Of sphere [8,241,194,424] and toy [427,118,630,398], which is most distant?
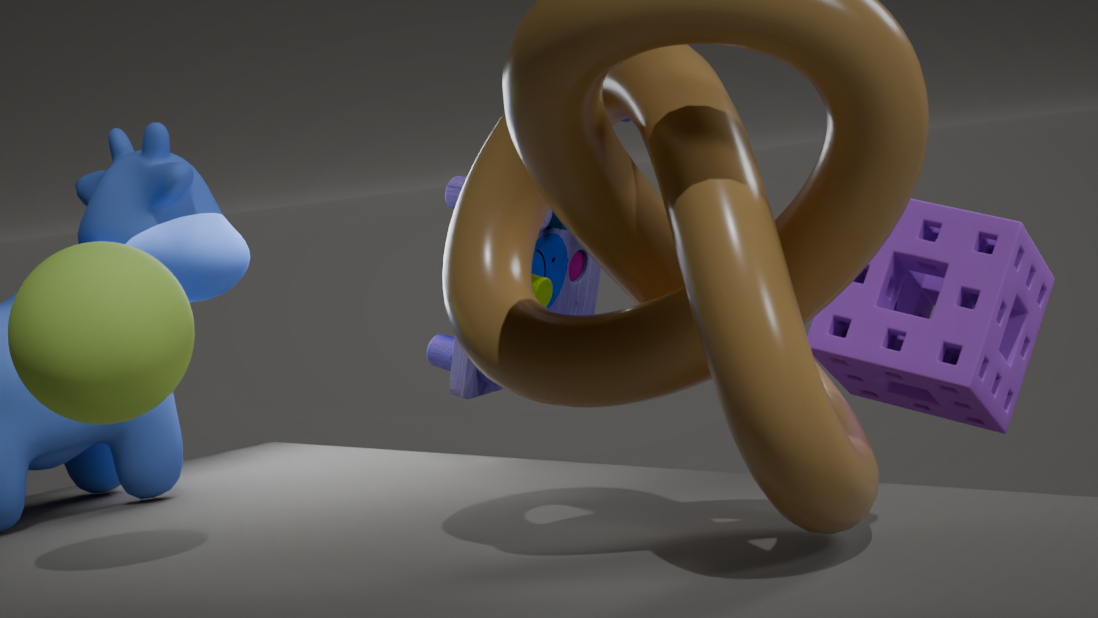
toy [427,118,630,398]
